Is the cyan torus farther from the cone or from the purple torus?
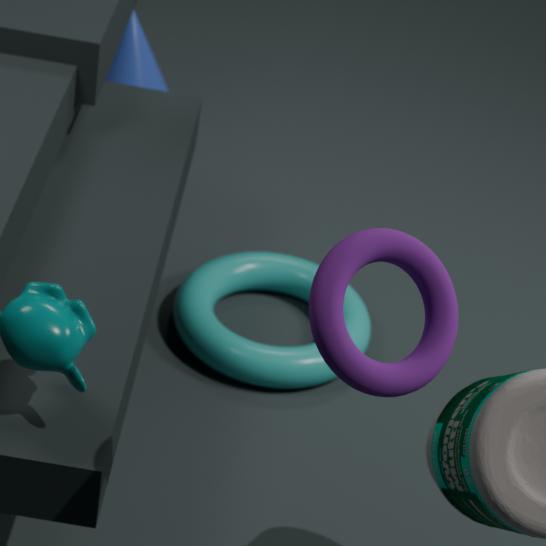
the purple torus
